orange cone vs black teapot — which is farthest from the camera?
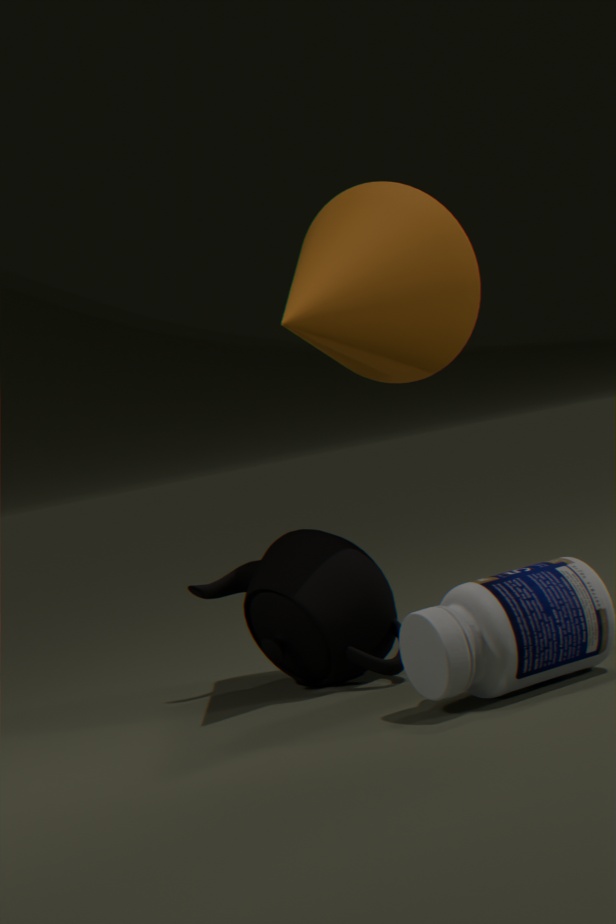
black teapot
